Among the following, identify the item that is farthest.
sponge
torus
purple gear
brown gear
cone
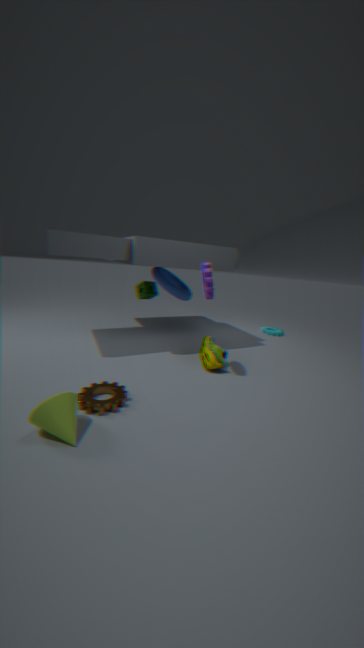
sponge
